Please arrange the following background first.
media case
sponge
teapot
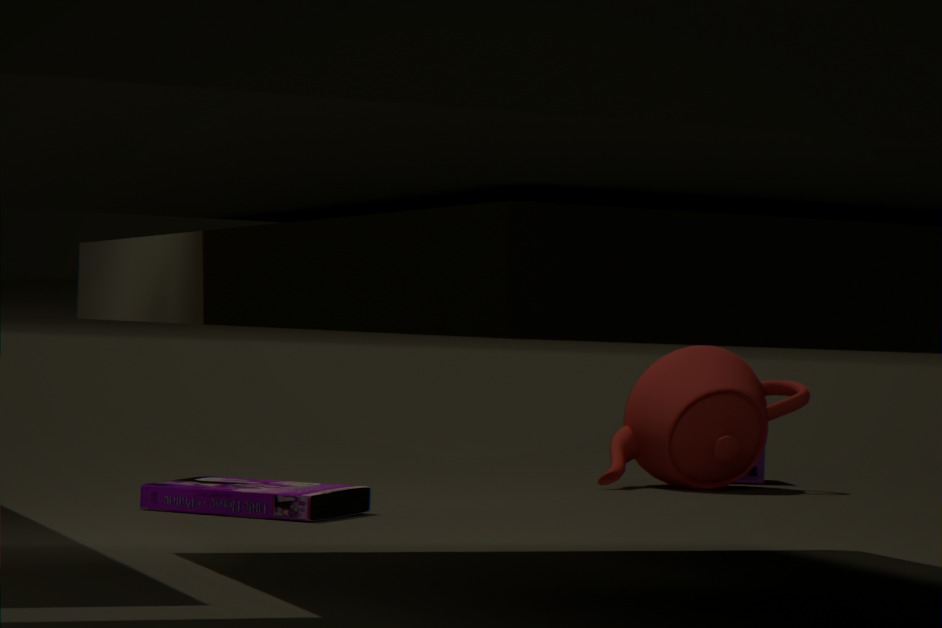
sponge, teapot, media case
